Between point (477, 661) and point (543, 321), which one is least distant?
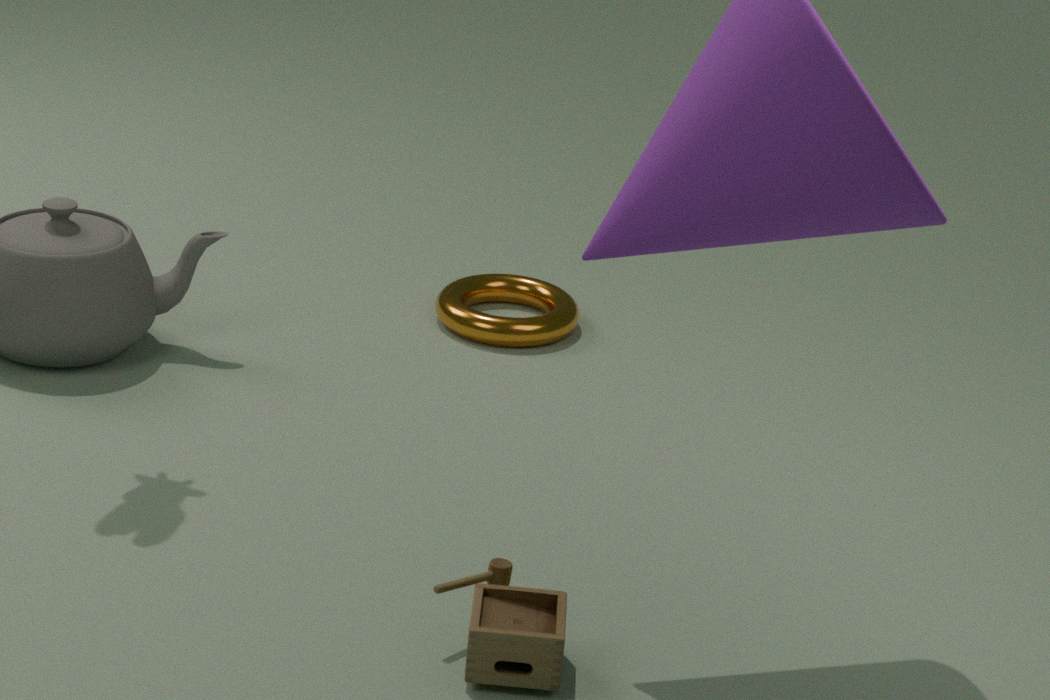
point (477, 661)
